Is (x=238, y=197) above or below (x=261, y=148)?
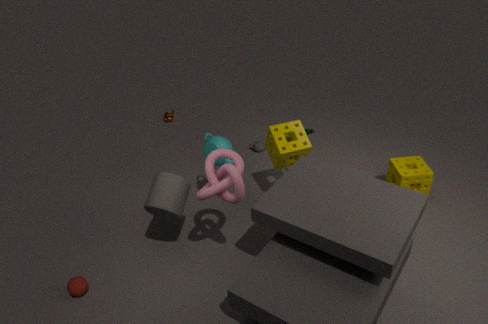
above
